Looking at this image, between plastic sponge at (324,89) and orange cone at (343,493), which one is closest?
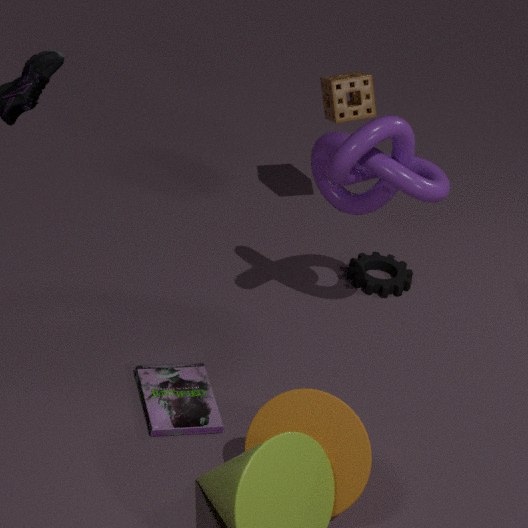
orange cone at (343,493)
